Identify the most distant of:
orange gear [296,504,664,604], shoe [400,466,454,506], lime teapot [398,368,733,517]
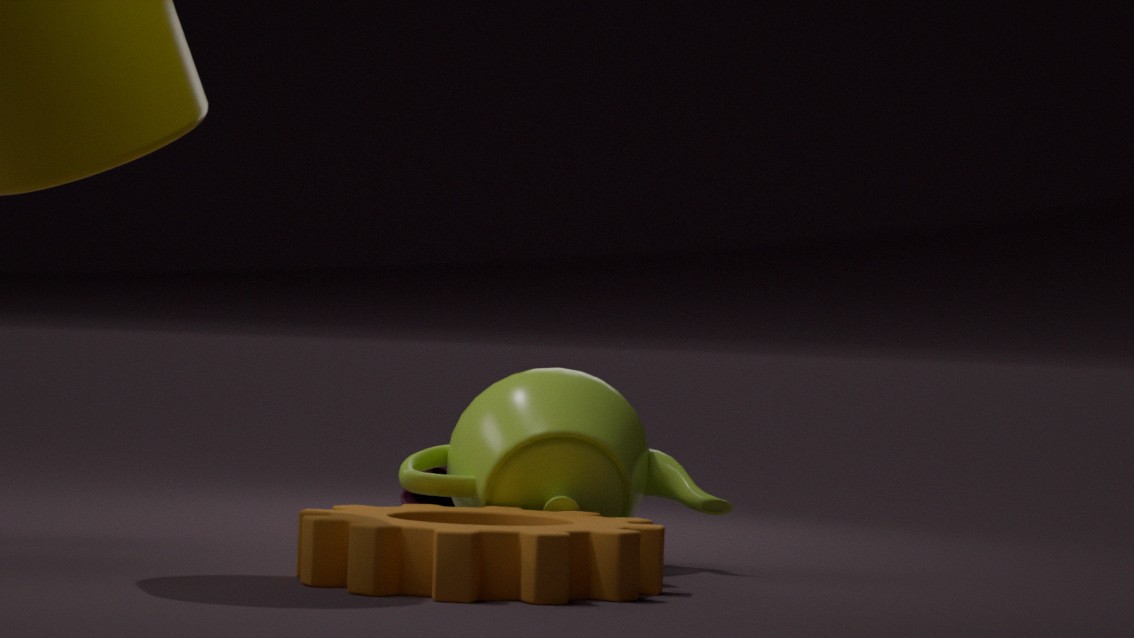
shoe [400,466,454,506]
